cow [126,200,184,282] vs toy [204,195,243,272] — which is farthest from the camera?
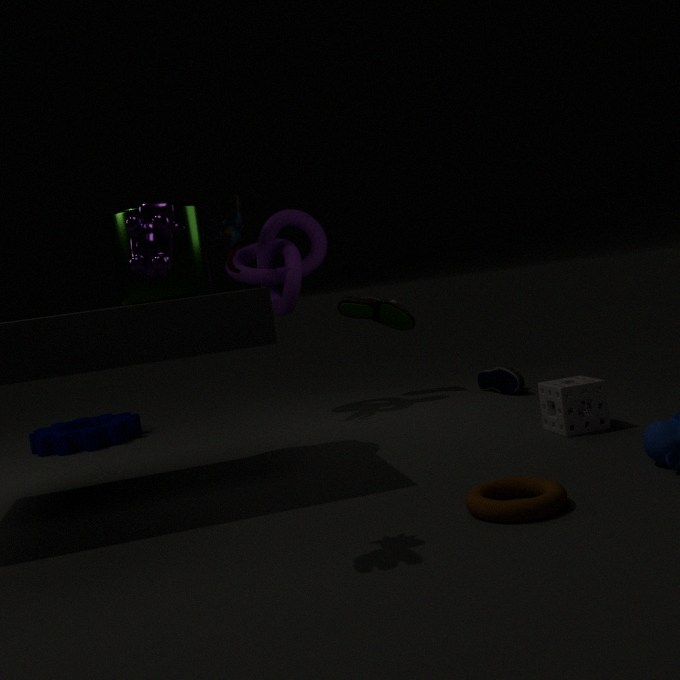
toy [204,195,243,272]
